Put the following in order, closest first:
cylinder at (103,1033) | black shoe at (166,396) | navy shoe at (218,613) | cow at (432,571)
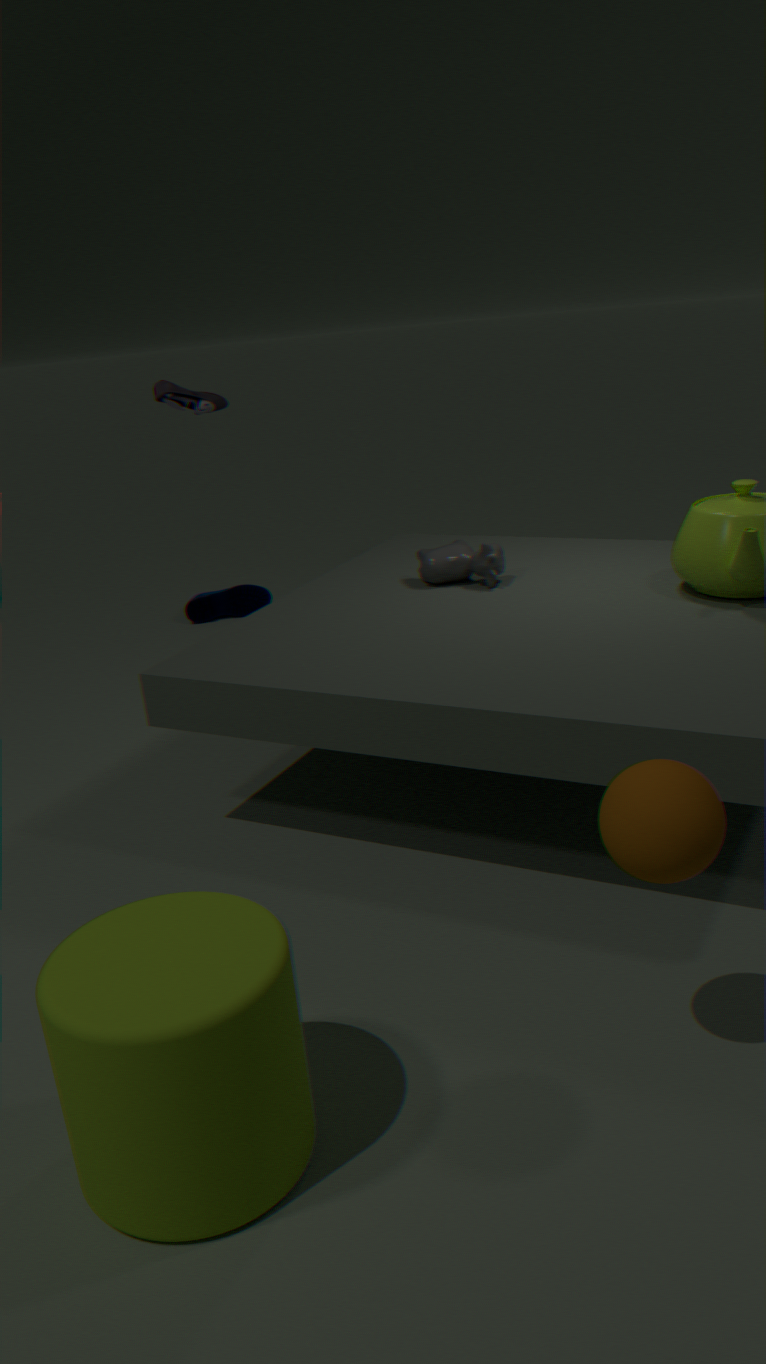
cylinder at (103,1033) → cow at (432,571) → black shoe at (166,396) → navy shoe at (218,613)
